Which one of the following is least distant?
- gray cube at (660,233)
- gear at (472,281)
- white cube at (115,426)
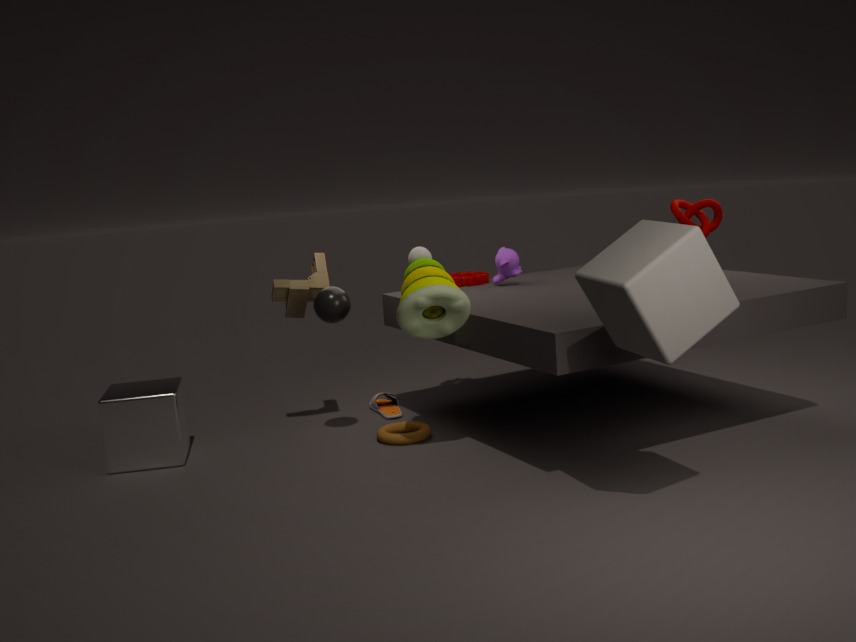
gray cube at (660,233)
